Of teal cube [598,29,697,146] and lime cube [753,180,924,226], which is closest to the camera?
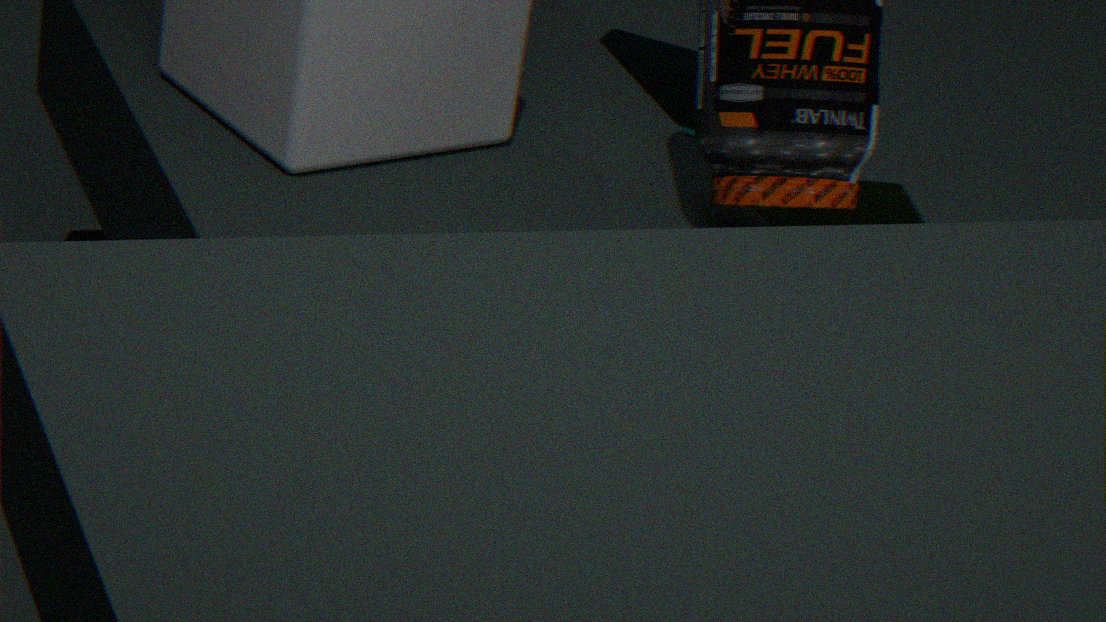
lime cube [753,180,924,226]
